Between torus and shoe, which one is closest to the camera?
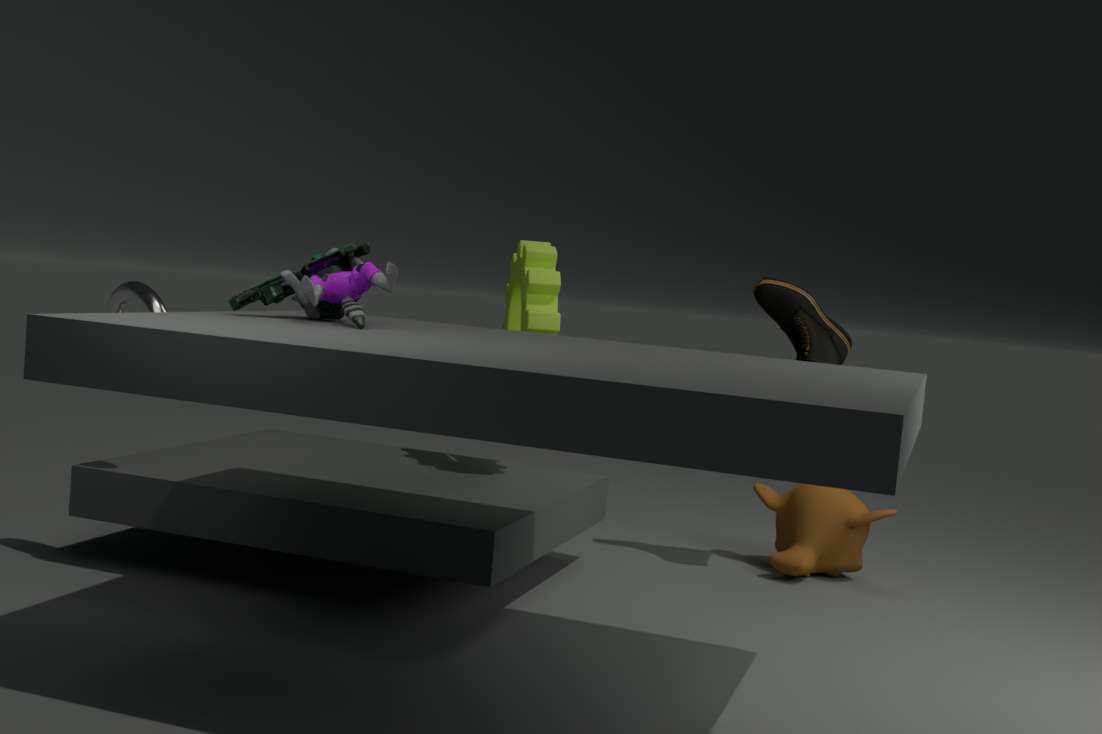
torus
